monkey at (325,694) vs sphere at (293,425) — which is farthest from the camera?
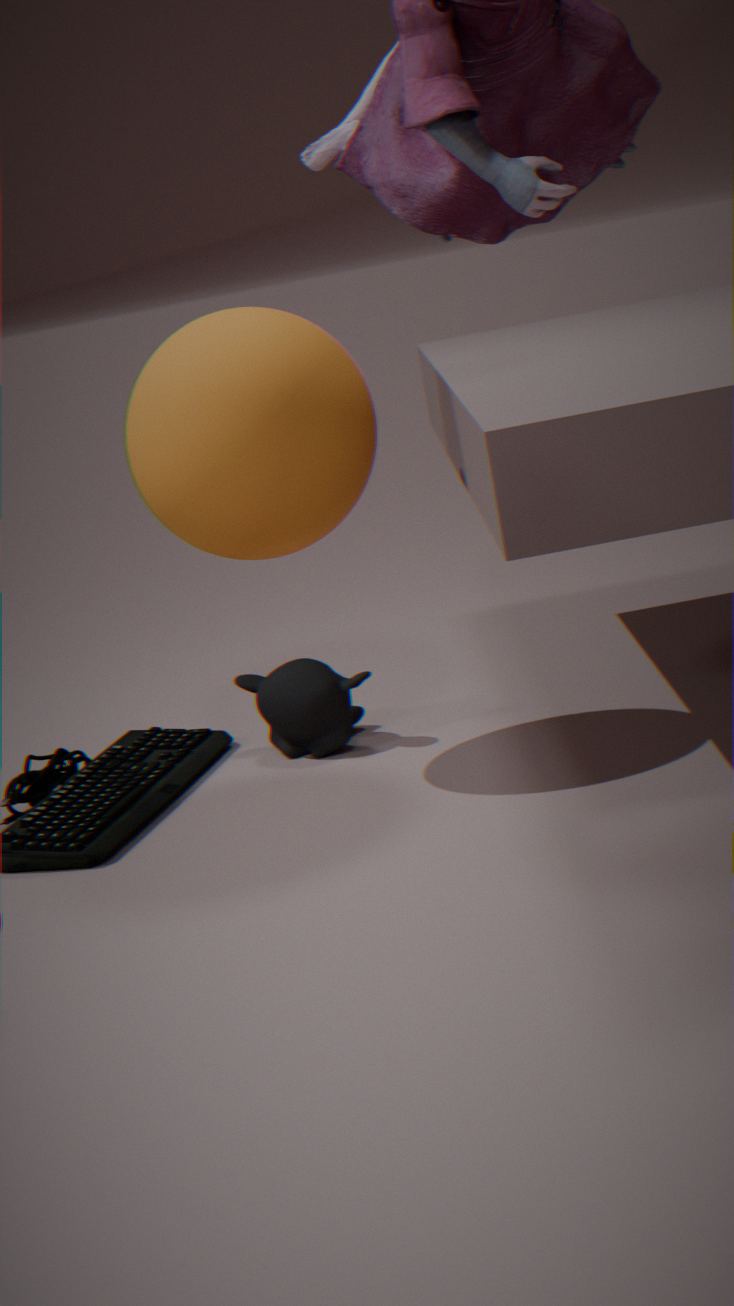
monkey at (325,694)
